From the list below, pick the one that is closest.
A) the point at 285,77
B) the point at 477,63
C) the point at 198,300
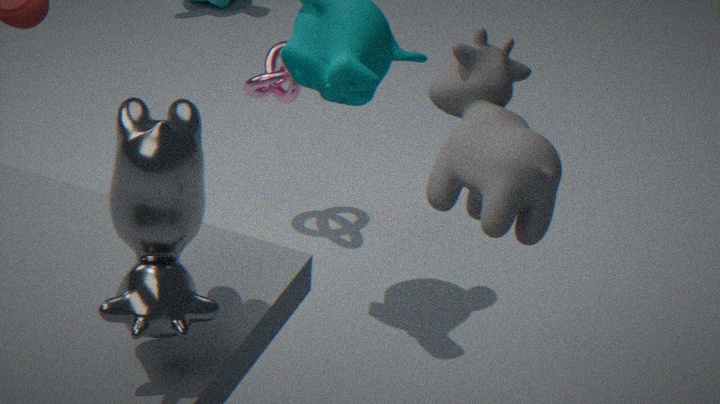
the point at 198,300
